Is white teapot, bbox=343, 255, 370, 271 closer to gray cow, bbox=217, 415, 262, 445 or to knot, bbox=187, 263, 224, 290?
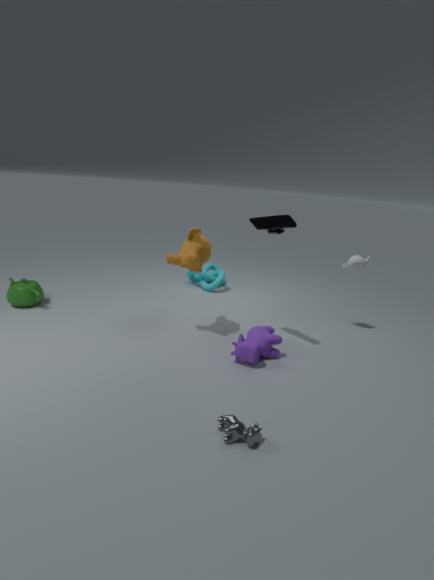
knot, bbox=187, 263, 224, 290
